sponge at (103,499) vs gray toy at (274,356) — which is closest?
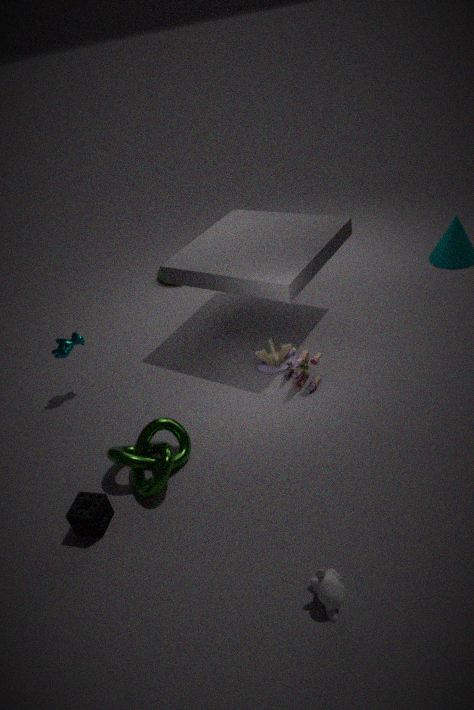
sponge at (103,499)
